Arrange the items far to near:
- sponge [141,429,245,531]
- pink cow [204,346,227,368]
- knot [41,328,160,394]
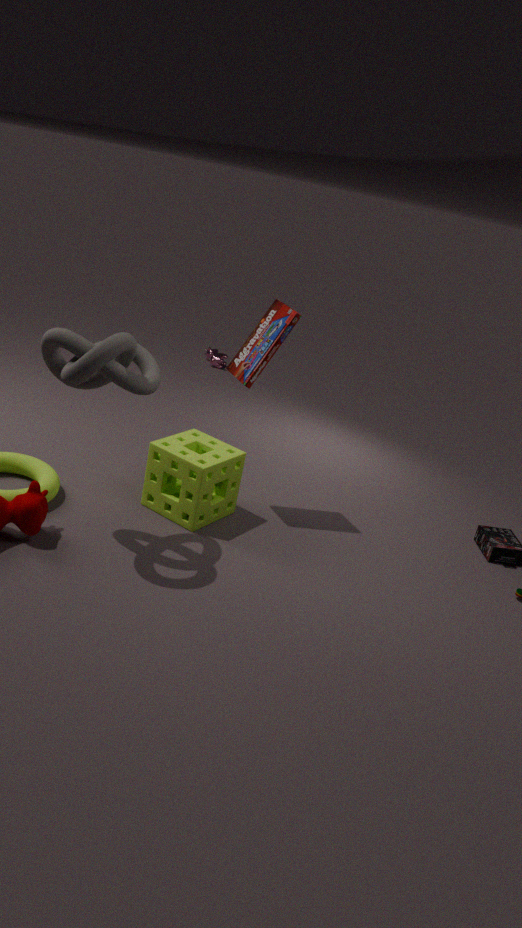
pink cow [204,346,227,368]
sponge [141,429,245,531]
knot [41,328,160,394]
